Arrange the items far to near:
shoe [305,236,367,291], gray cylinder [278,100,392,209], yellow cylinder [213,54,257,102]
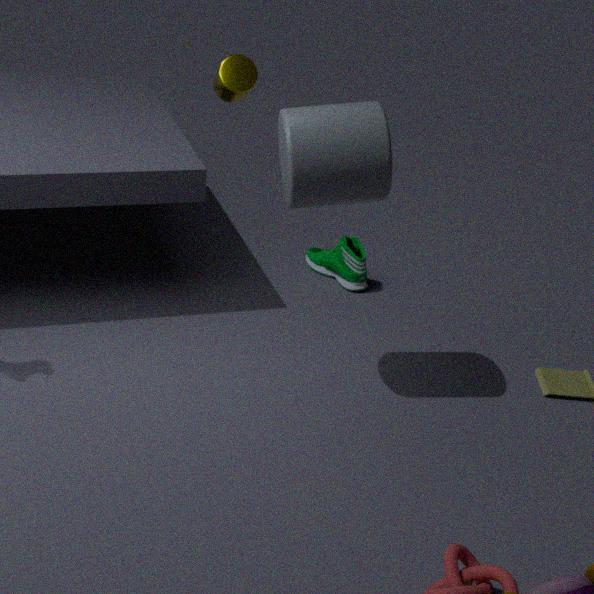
1. shoe [305,236,367,291]
2. yellow cylinder [213,54,257,102]
3. gray cylinder [278,100,392,209]
